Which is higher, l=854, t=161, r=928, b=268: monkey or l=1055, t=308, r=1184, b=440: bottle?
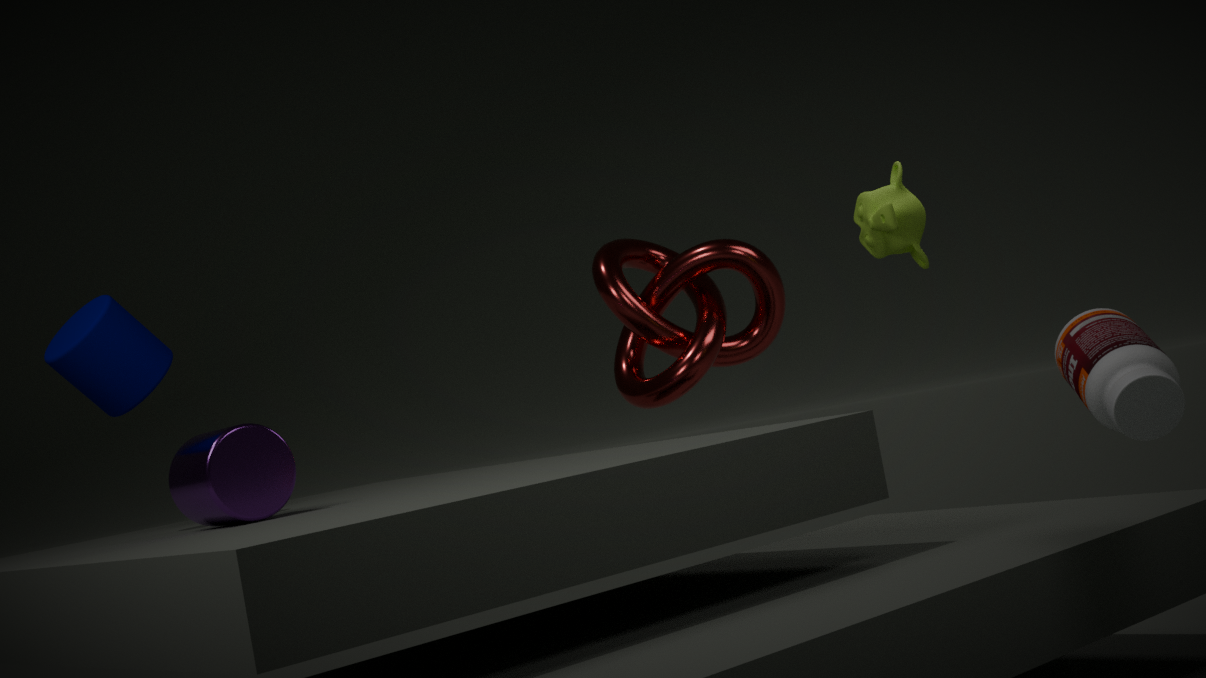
l=854, t=161, r=928, b=268: monkey
